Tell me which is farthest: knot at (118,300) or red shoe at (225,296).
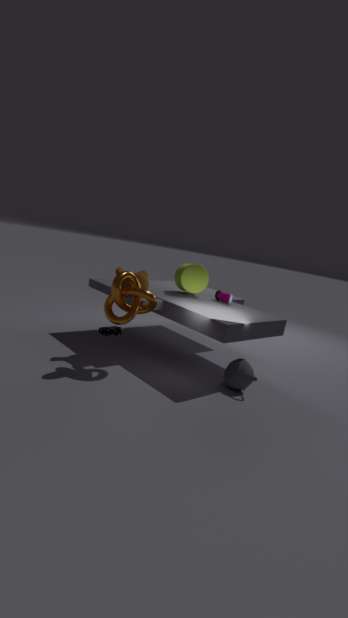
red shoe at (225,296)
